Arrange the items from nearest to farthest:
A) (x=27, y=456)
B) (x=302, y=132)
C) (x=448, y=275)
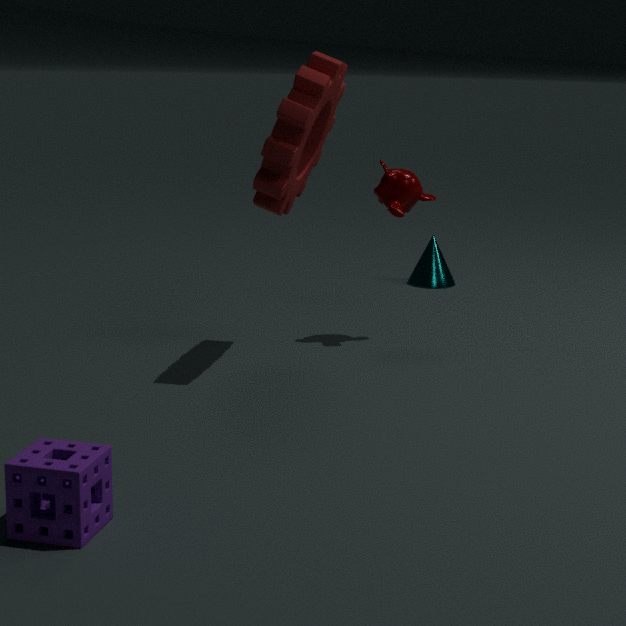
A. (x=27, y=456) → B. (x=302, y=132) → C. (x=448, y=275)
